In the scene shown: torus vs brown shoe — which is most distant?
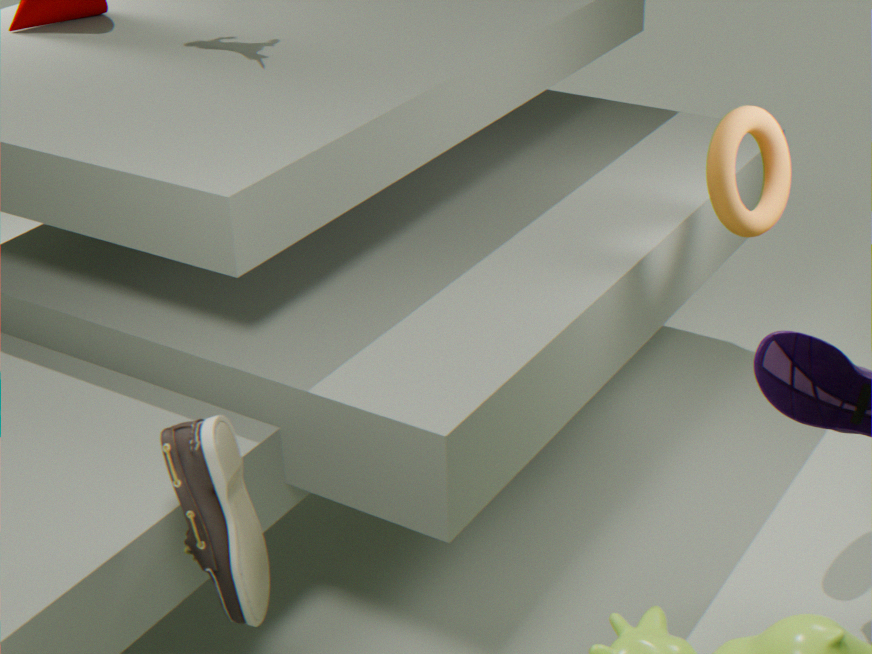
torus
